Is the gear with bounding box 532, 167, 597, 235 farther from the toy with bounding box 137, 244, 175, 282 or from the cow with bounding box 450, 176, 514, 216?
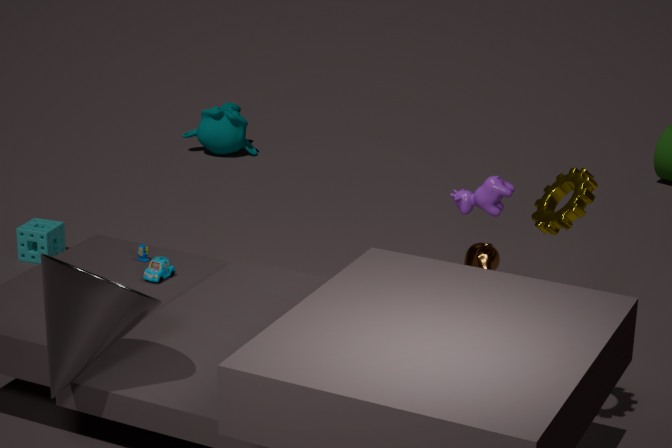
the toy with bounding box 137, 244, 175, 282
